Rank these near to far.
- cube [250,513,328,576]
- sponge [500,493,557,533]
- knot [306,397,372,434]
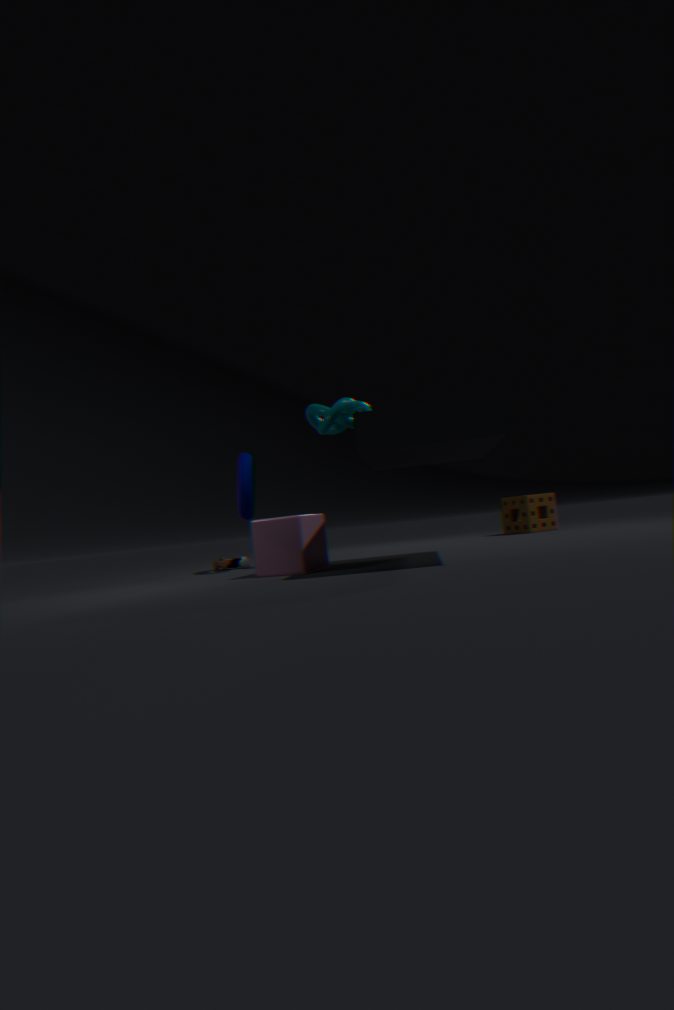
cube [250,513,328,576]
knot [306,397,372,434]
sponge [500,493,557,533]
